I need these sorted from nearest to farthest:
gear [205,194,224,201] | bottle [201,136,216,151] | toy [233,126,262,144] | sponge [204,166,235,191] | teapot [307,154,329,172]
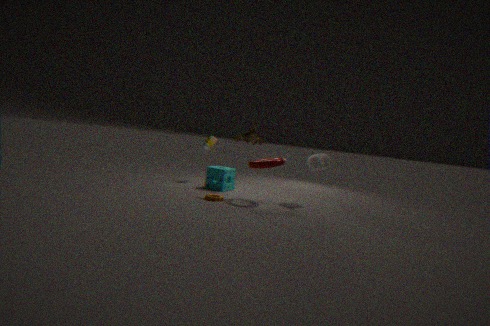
gear [205,194,224,201]
toy [233,126,262,144]
teapot [307,154,329,172]
sponge [204,166,235,191]
bottle [201,136,216,151]
